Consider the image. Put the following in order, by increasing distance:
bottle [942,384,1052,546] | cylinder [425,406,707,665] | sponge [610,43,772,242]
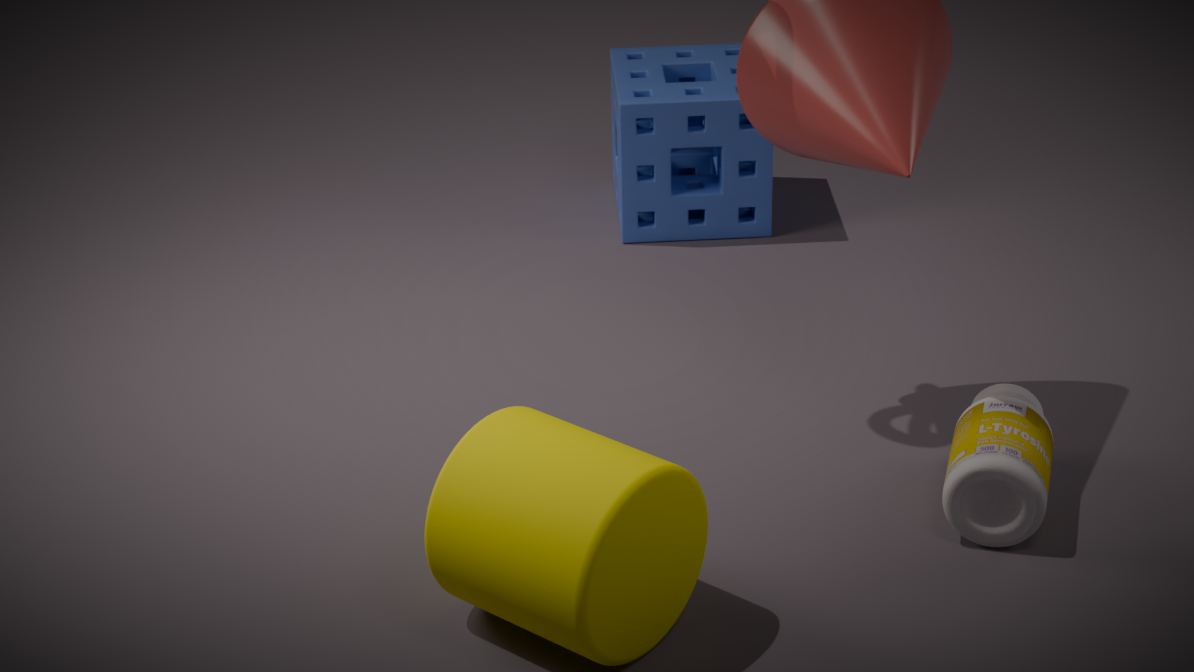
1. cylinder [425,406,707,665]
2. bottle [942,384,1052,546]
3. sponge [610,43,772,242]
